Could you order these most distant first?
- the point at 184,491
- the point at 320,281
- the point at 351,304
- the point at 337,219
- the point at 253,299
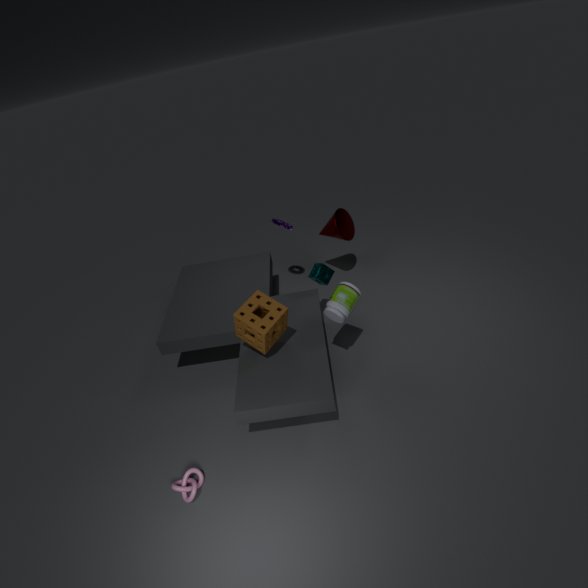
the point at 337,219 → the point at 320,281 → the point at 351,304 → the point at 253,299 → the point at 184,491
